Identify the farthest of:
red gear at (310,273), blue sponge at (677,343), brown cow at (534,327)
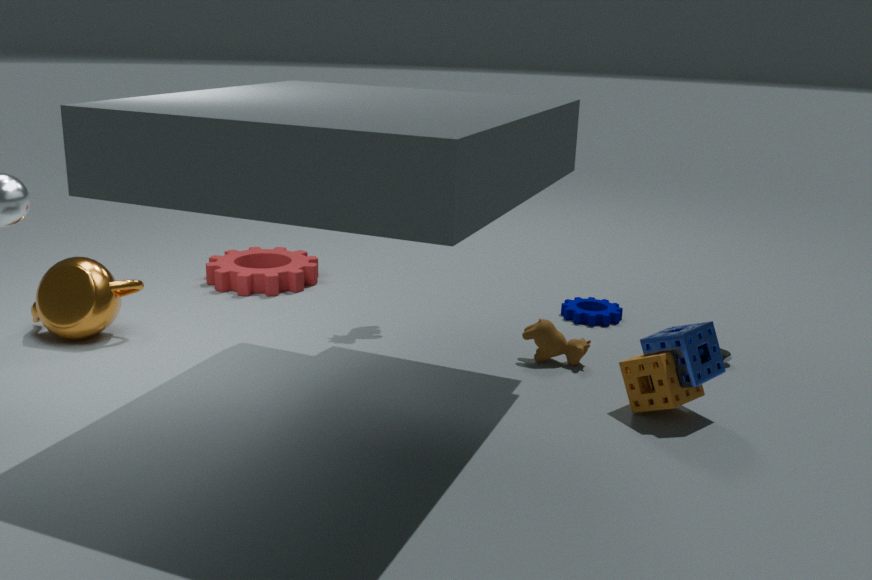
red gear at (310,273)
